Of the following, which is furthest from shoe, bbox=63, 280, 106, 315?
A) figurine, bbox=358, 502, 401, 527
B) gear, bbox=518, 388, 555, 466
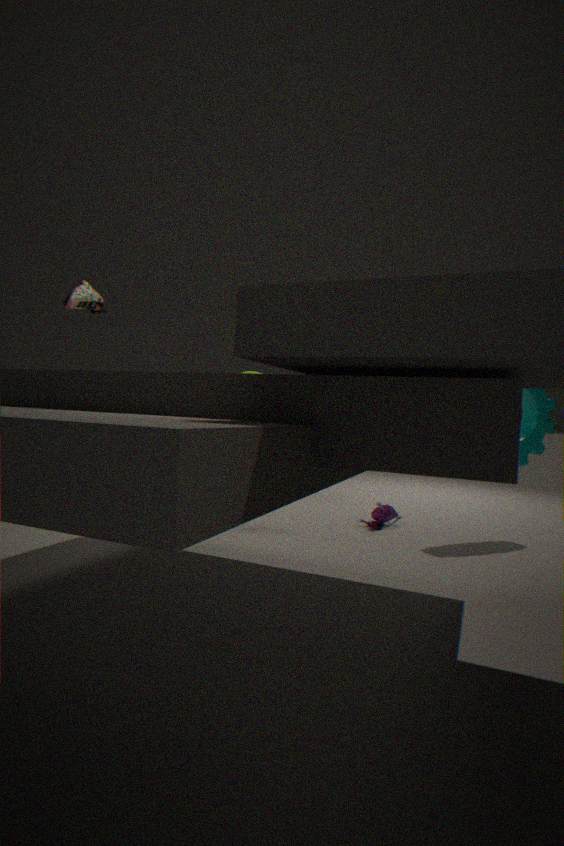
gear, bbox=518, 388, 555, 466
